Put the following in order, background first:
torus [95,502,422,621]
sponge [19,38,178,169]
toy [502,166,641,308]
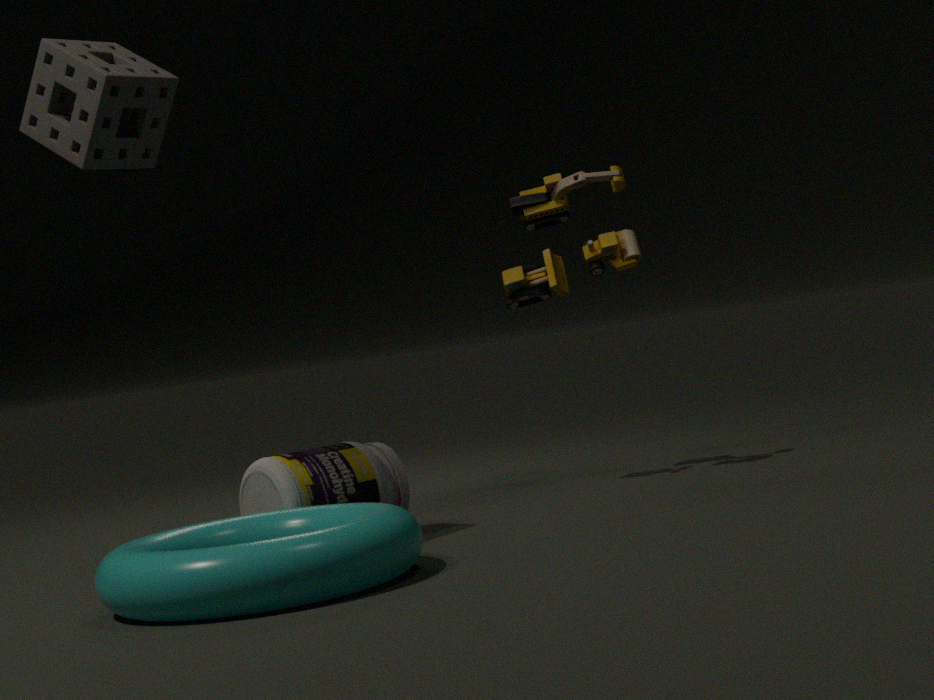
toy [502,166,641,308]
sponge [19,38,178,169]
torus [95,502,422,621]
